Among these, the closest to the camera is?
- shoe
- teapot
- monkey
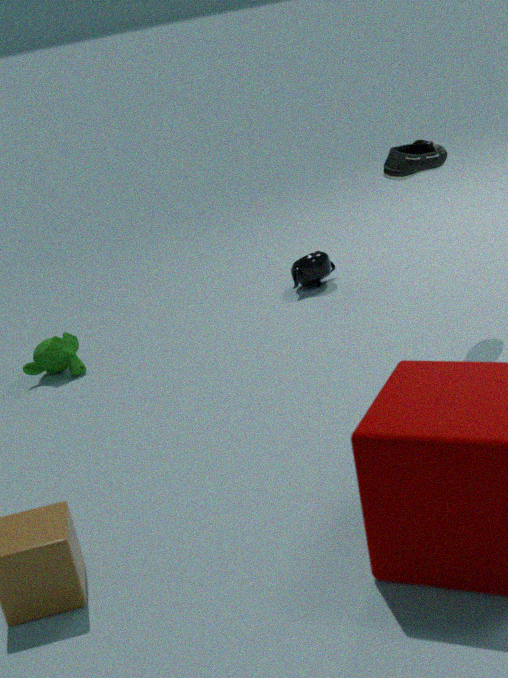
shoe
